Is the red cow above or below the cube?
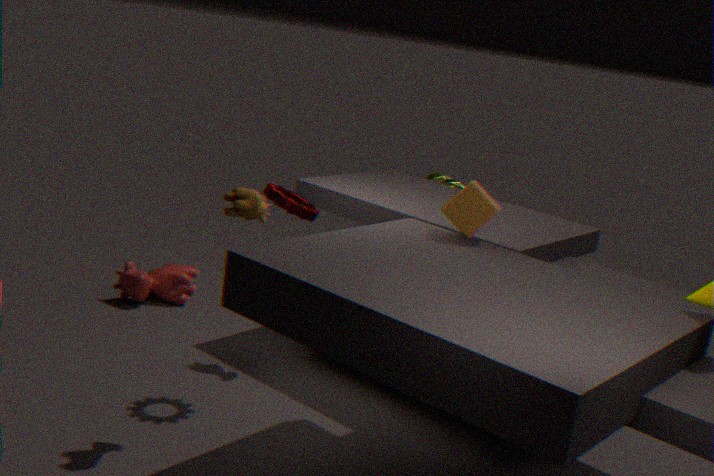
below
